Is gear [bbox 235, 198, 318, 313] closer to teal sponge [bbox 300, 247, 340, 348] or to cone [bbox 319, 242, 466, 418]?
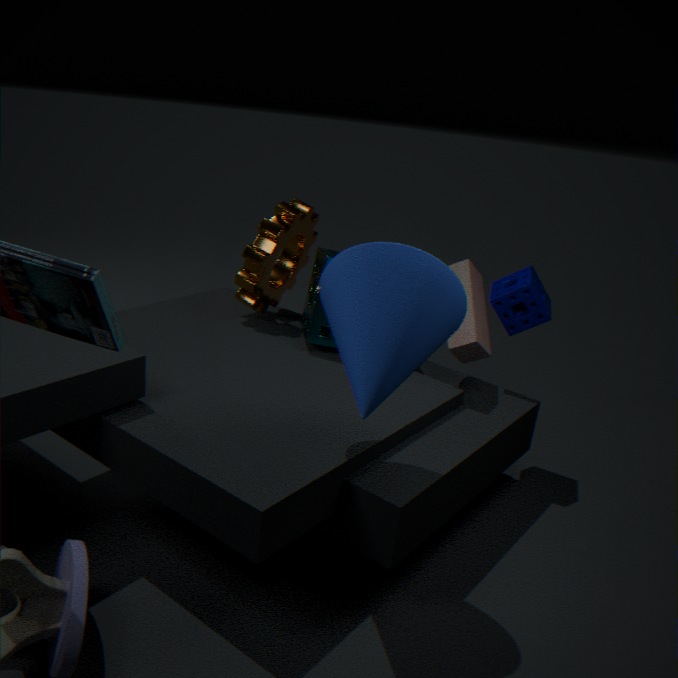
teal sponge [bbox 300, 247, 340, 348]
